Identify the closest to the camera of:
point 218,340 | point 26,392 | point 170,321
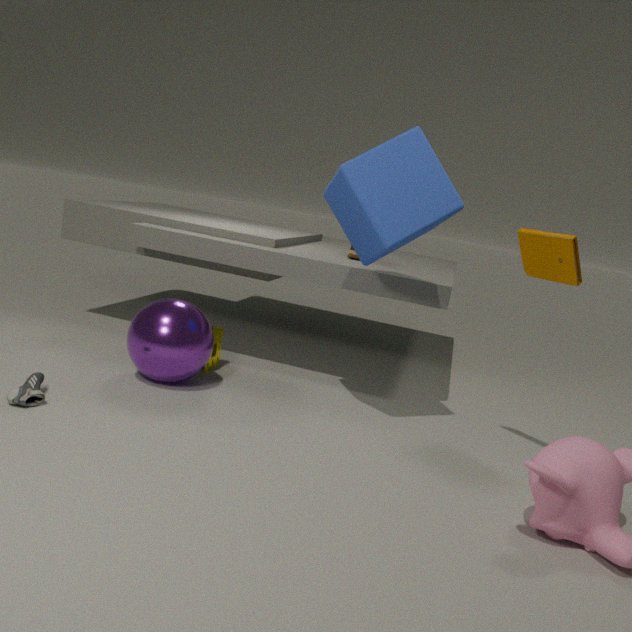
point 26,392
